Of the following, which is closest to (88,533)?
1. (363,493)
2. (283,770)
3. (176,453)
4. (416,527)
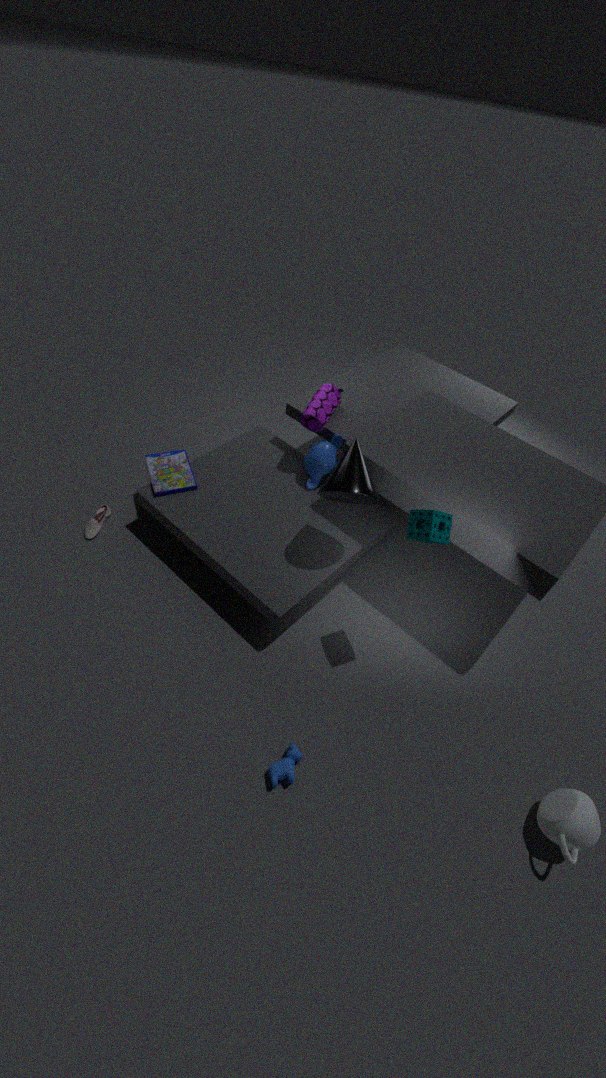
(176,453)
